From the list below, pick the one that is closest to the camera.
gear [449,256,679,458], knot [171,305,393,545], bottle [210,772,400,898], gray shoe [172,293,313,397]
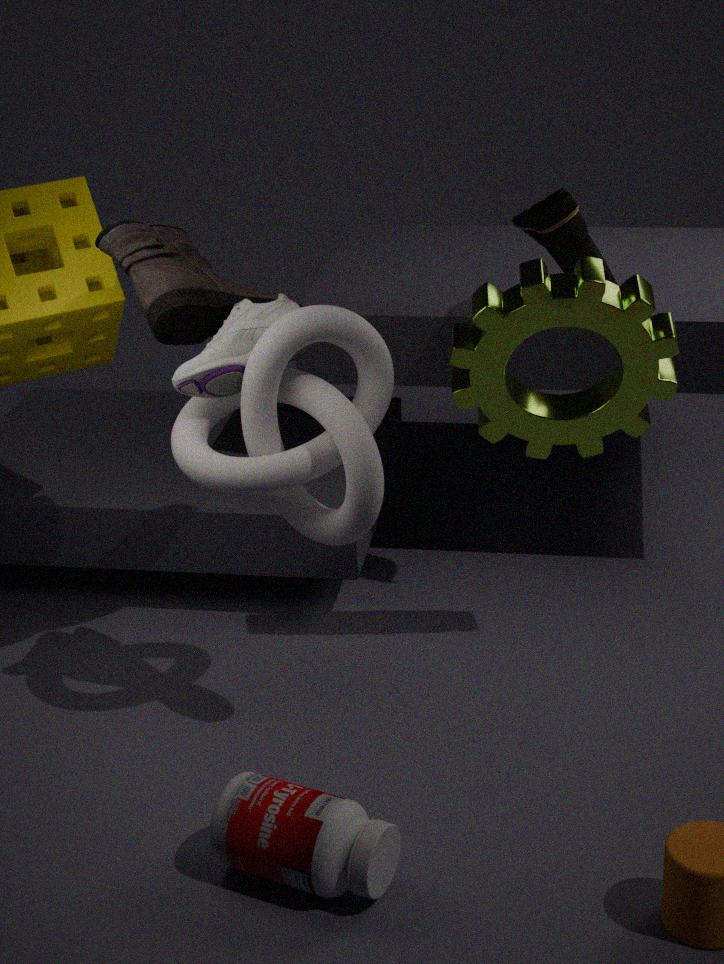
bottle [210,772,400,898]
